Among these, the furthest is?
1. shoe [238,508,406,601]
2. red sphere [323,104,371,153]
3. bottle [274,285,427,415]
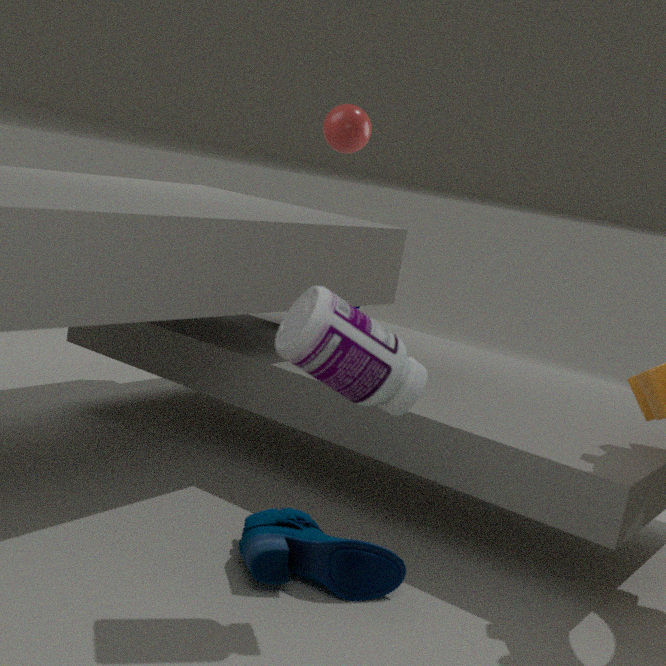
red sphere [323,104,371,153]
